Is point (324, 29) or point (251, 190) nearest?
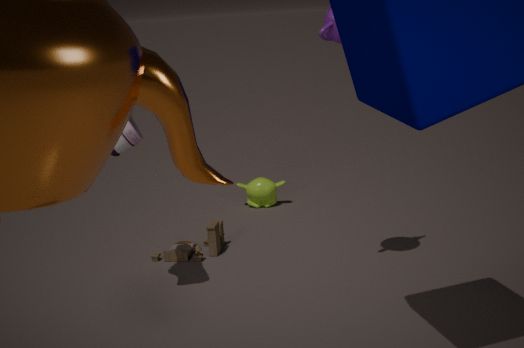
point (324, 29)
